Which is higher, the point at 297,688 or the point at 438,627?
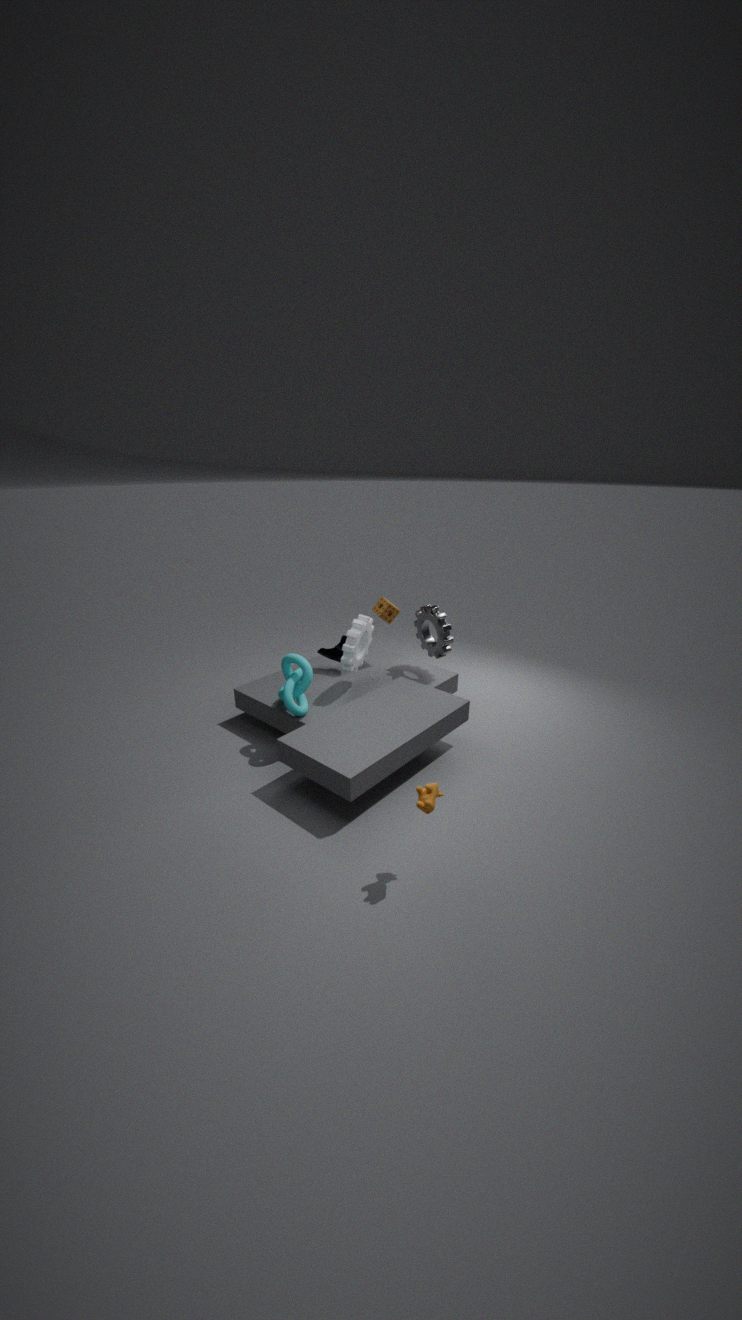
the point at 438,627
